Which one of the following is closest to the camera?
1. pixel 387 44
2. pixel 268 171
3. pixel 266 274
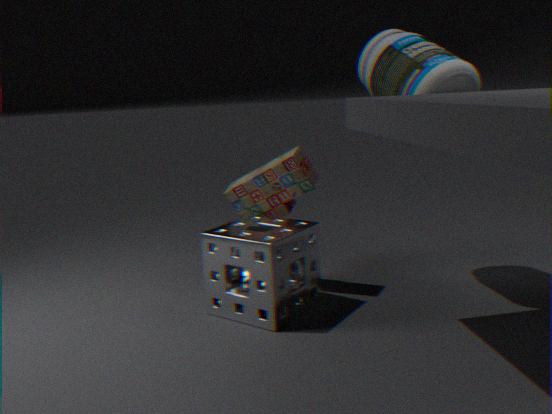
pixel 266 274
